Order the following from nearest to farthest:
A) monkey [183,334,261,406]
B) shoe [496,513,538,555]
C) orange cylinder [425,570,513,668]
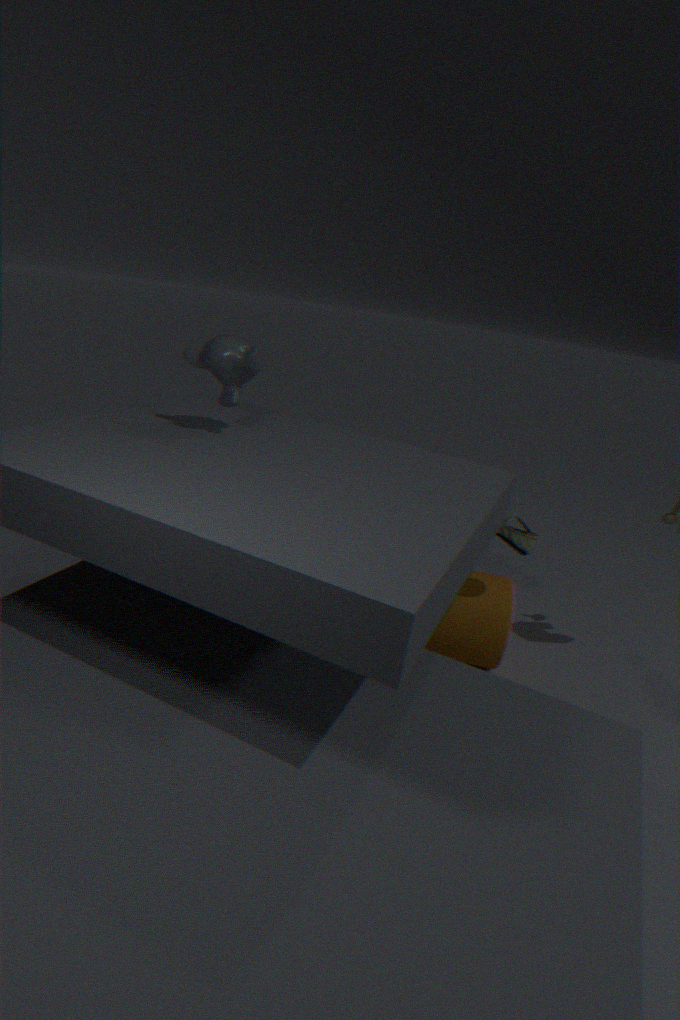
monkey [183,334,261,406], shoe [496,513,538,555], orange cylinder [425,570,513,668]
